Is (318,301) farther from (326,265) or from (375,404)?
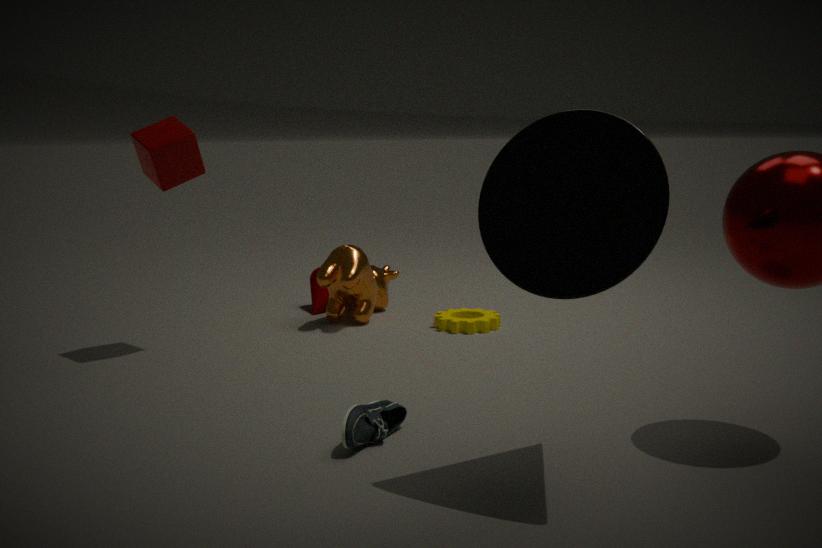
(375,404)
